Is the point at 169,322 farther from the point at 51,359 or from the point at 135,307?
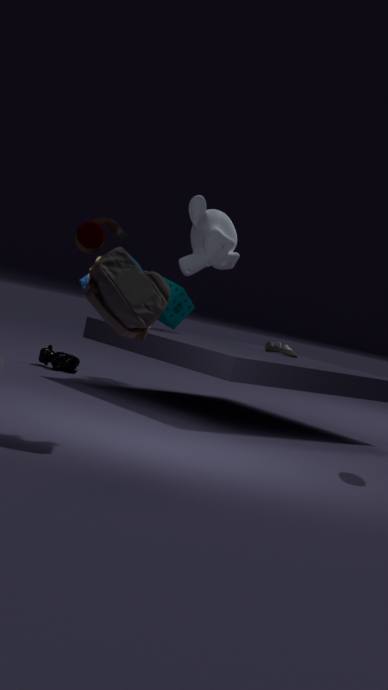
the point at 135,307
